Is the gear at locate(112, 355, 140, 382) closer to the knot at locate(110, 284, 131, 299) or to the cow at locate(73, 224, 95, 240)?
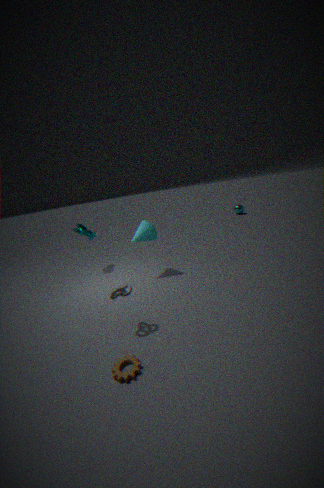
the knot at locate(110, 284, 131, 299)
